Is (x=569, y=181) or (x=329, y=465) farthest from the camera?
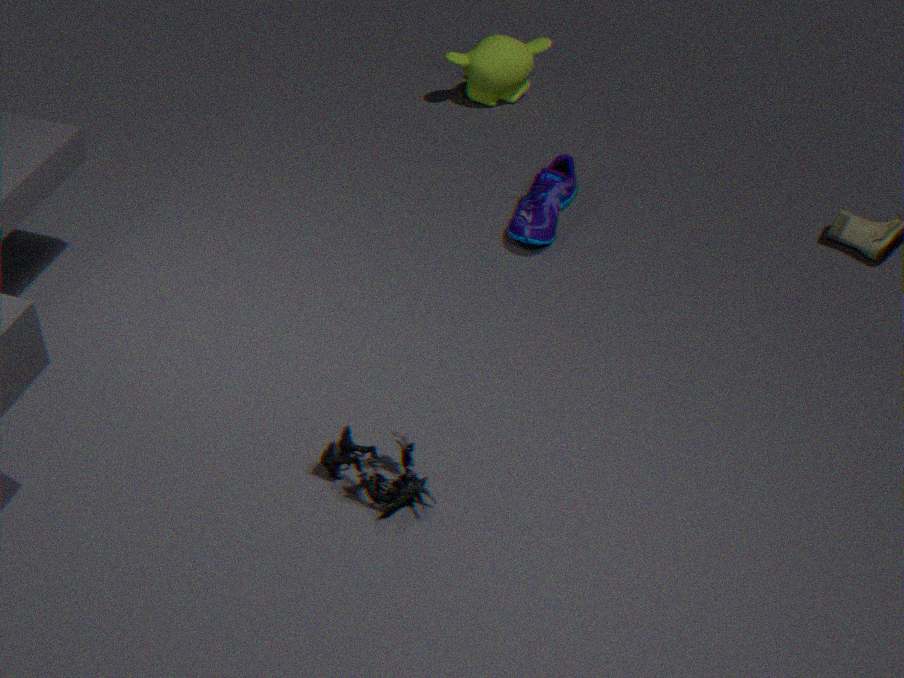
(x=569, y=181)
